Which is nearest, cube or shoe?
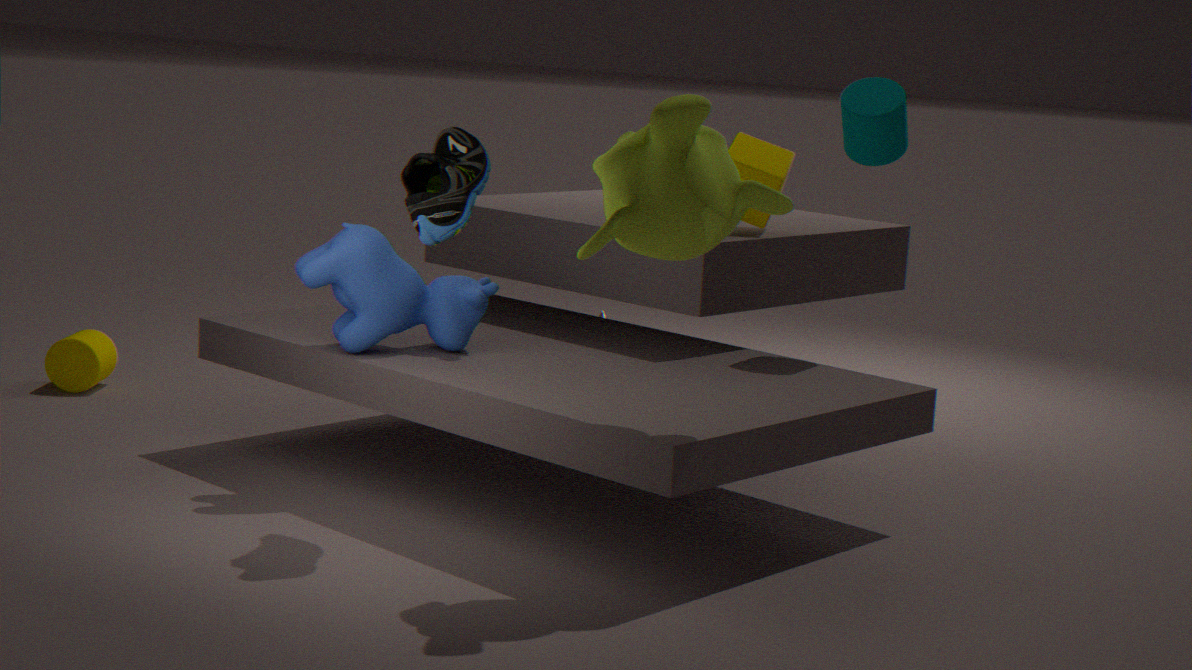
shoe
